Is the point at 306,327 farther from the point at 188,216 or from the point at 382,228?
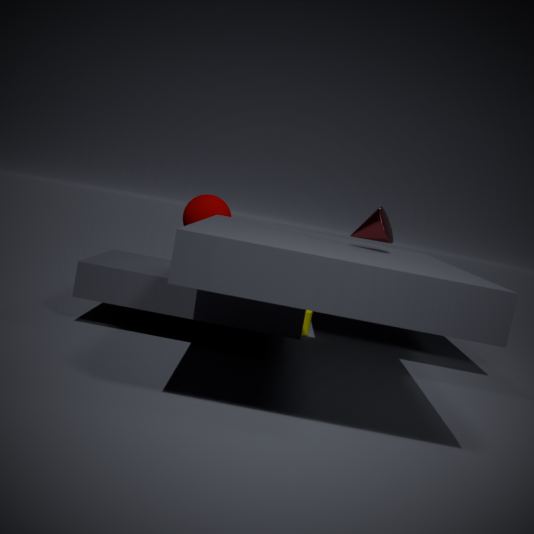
the point at 382,228
